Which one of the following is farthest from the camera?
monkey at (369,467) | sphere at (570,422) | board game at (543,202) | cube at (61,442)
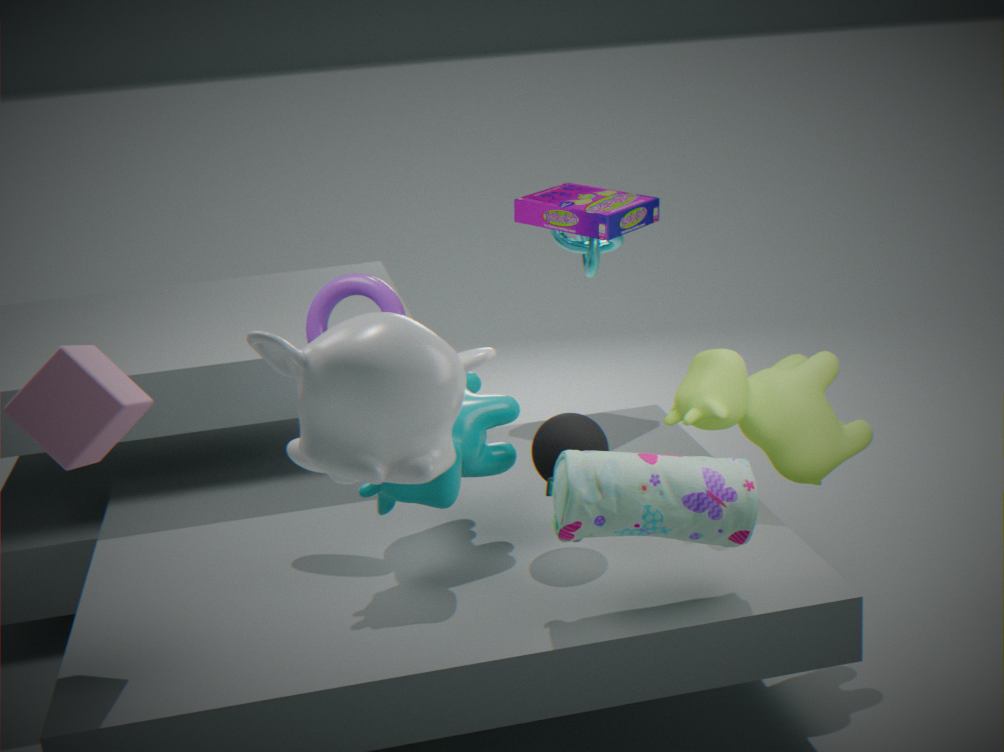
board game at (543,202)
